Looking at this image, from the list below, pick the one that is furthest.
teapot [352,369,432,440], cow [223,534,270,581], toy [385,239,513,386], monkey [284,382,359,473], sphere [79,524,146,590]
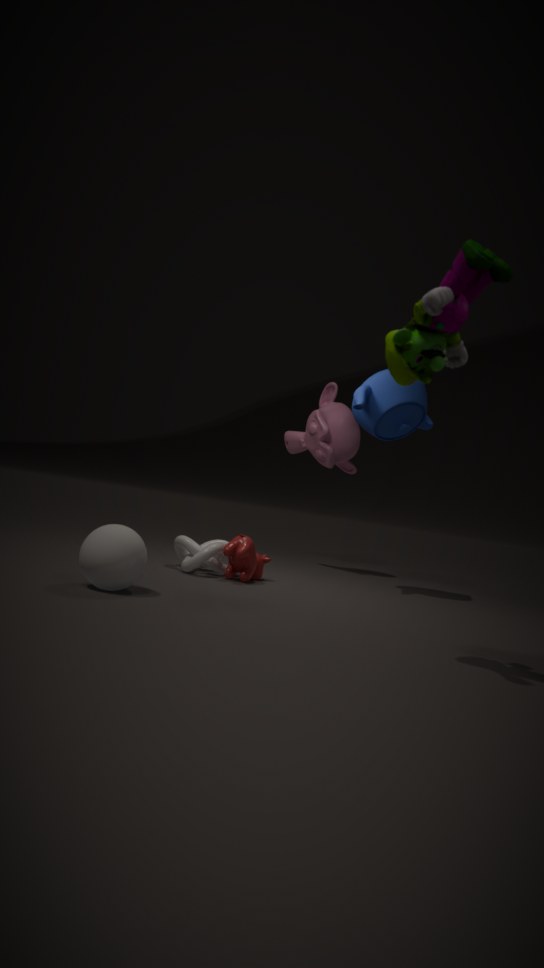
monkey [284,382,359,473]
